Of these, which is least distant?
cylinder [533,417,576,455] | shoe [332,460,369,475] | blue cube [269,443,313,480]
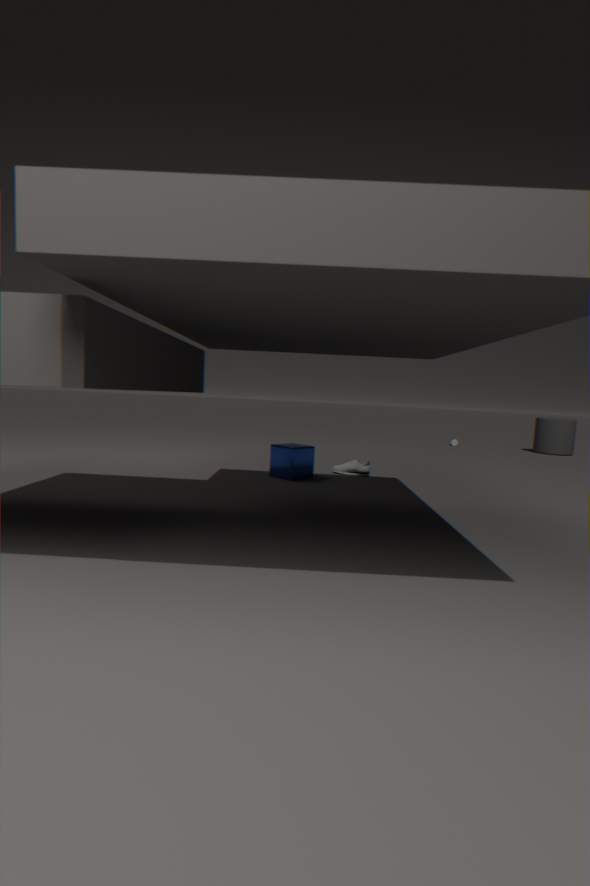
blue cube [269,443,313,480]
